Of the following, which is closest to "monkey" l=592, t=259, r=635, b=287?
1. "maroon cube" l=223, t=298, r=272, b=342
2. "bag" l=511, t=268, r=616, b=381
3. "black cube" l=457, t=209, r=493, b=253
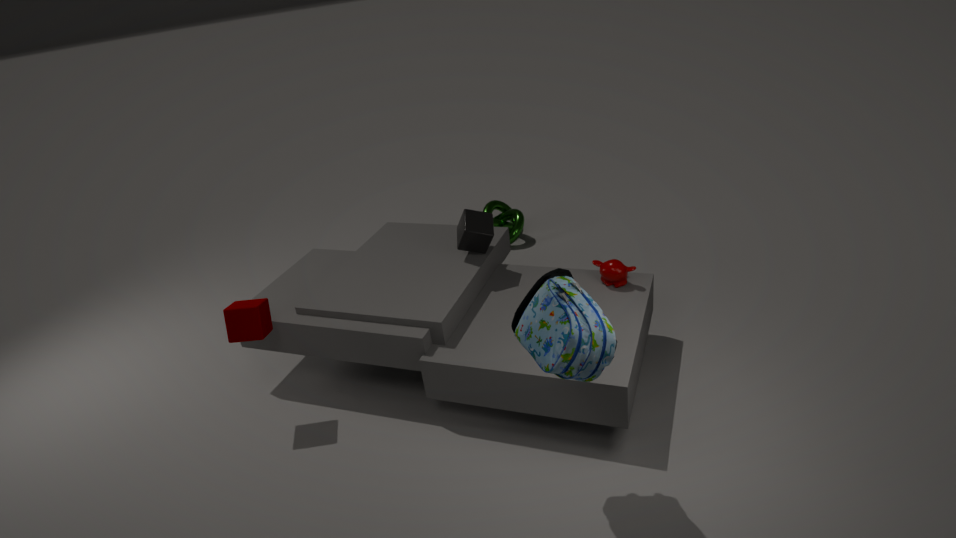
"black cube" l=457, t=209, r=493, b=253
